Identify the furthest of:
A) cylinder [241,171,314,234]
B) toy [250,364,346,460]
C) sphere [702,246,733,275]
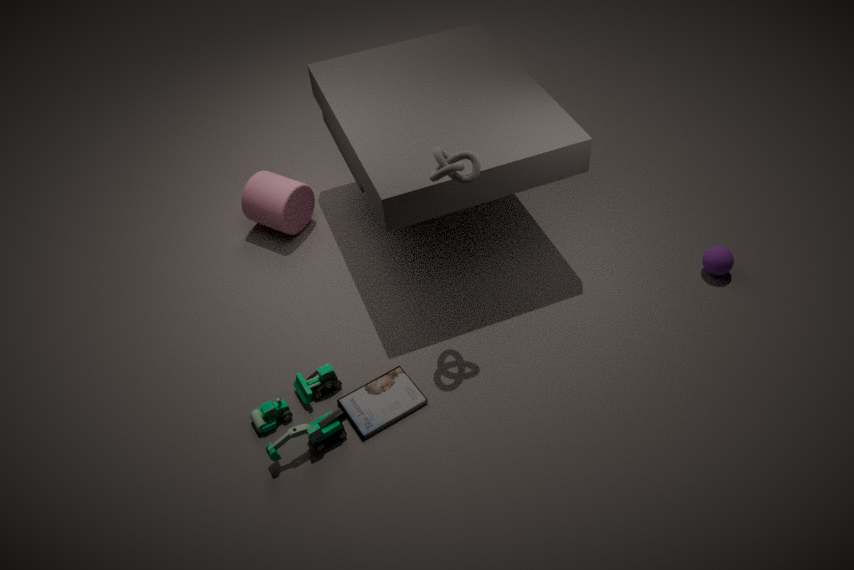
cylinder [241,171,314,234]
